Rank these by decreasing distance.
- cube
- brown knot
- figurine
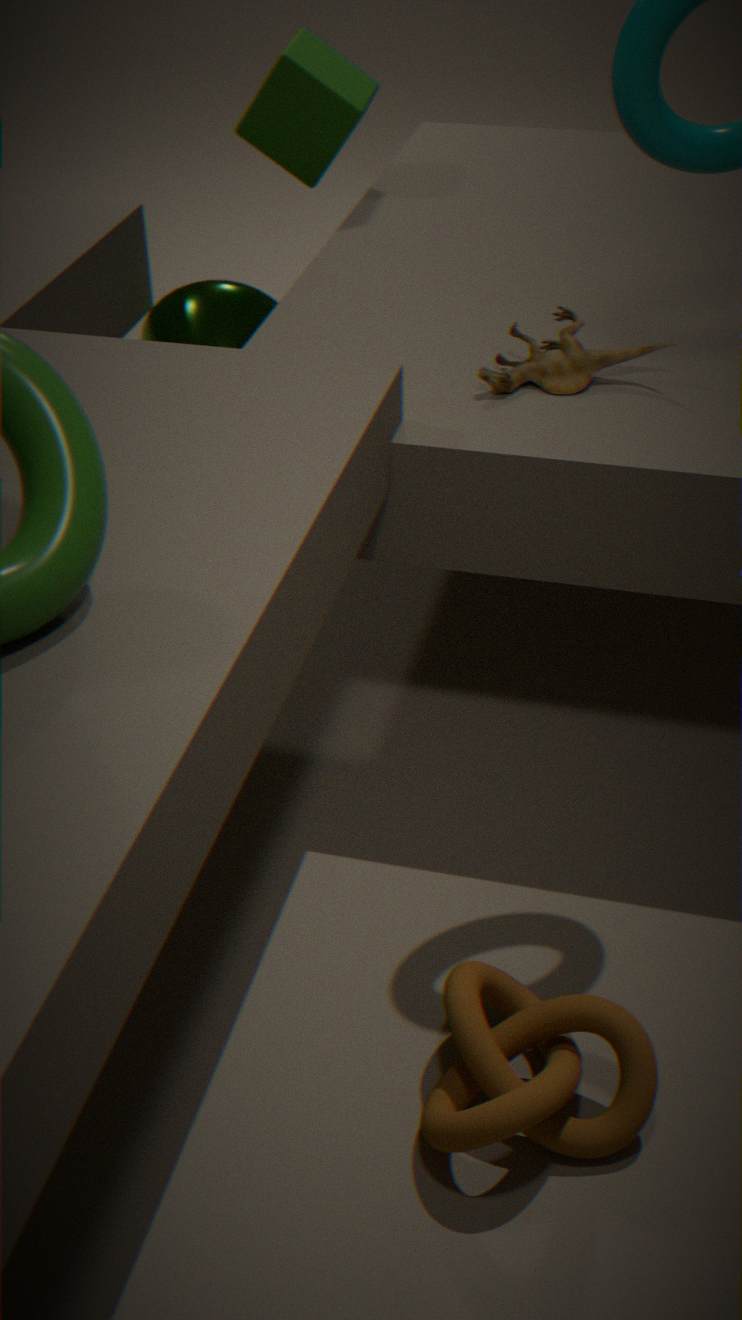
cube
figurine
brown knot
